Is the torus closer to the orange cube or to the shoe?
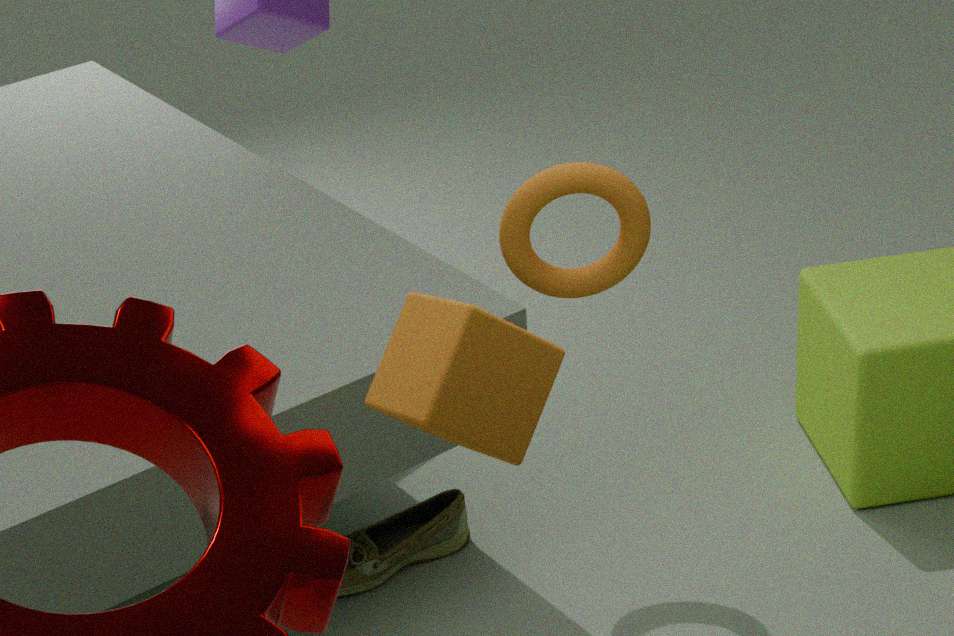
the orange cube
